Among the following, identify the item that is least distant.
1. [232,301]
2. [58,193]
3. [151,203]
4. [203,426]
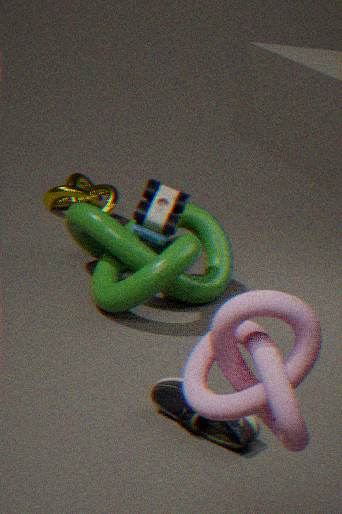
[232,301]
